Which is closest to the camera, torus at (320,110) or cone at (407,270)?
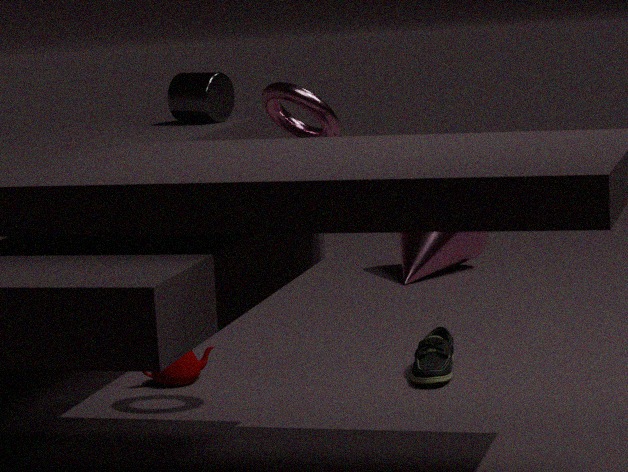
torus at (320,110)
